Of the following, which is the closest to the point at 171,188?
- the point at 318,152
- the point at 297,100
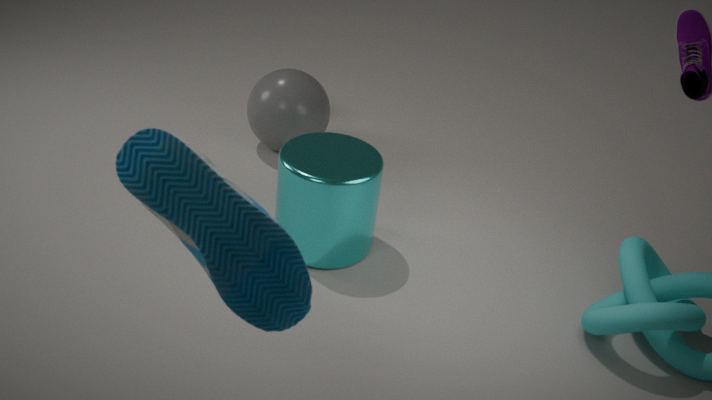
the point at 318,152
